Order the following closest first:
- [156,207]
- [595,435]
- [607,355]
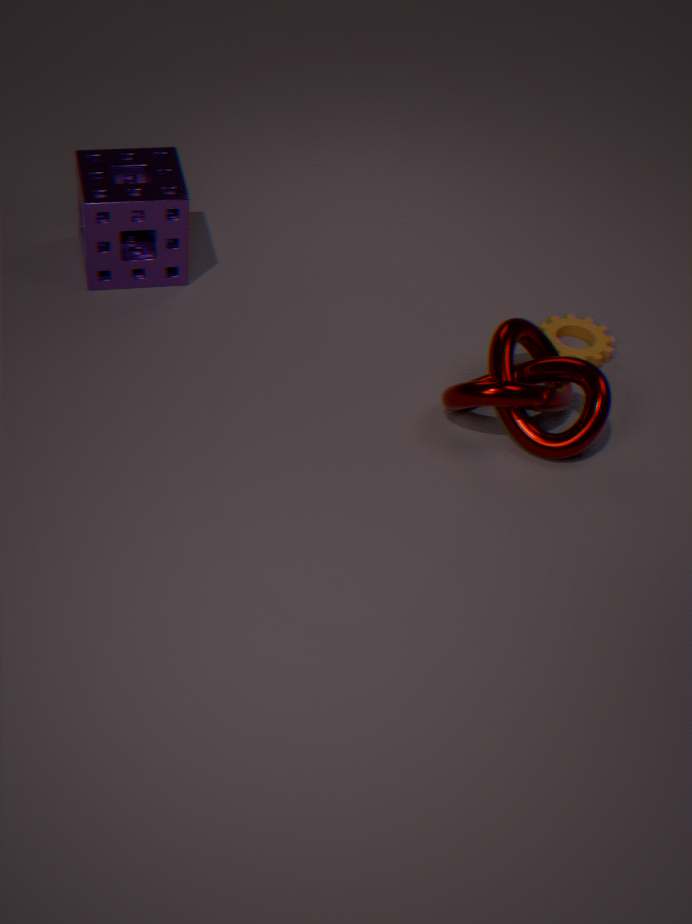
[595,435] → [156,207] → [607,355]
